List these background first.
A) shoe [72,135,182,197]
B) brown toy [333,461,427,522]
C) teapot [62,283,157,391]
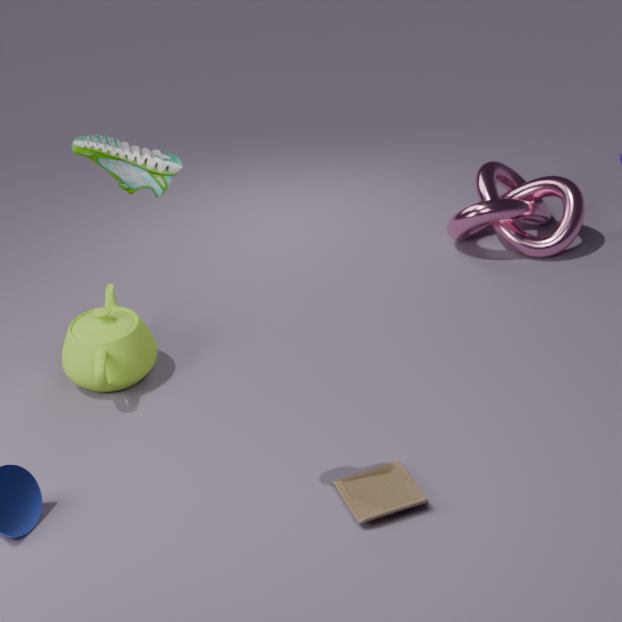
teapot [62,283,157,391] < brown toy [333,461,427,522] < shoe [72,135,182,197]
